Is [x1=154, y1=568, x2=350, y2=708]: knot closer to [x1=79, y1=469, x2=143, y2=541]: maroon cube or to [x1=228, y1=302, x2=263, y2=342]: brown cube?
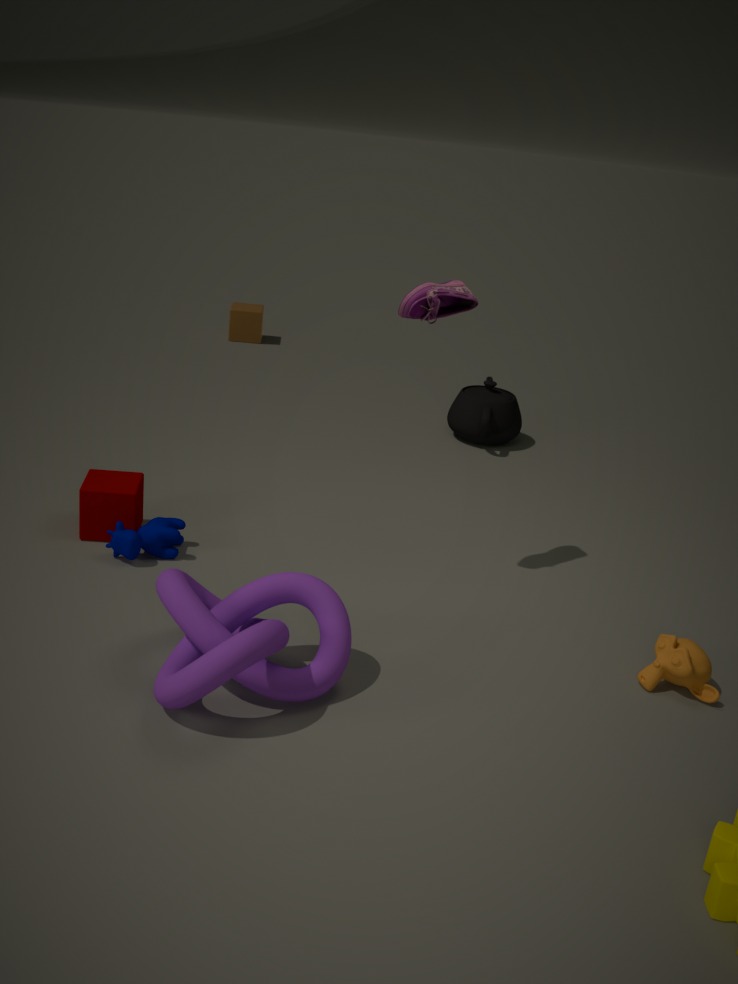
[x1=79, y1=469, x2=143, y2=541]: maroon cube
